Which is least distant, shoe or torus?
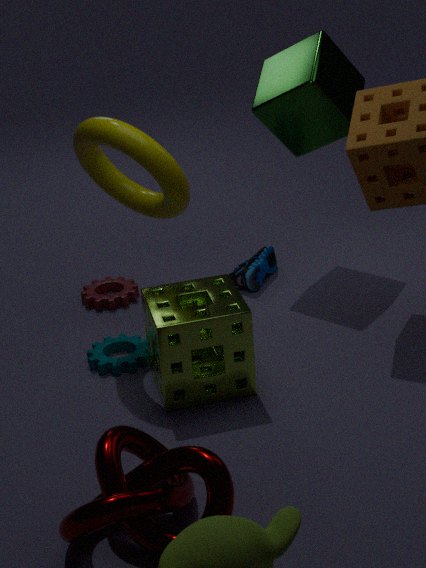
torus
